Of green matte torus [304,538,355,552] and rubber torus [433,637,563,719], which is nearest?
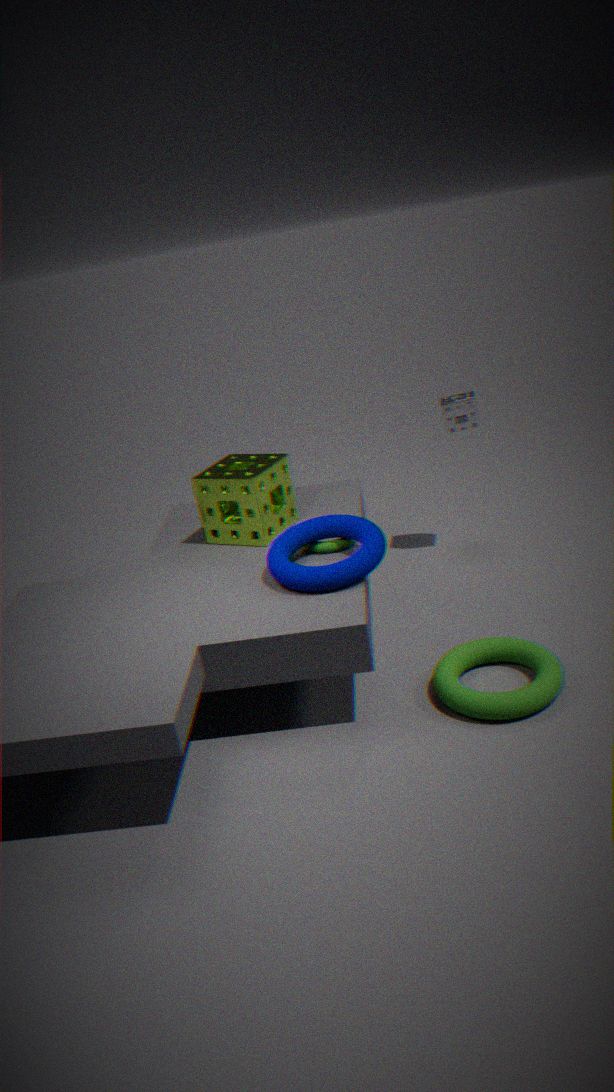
rubber torus [433,637,563,719]
